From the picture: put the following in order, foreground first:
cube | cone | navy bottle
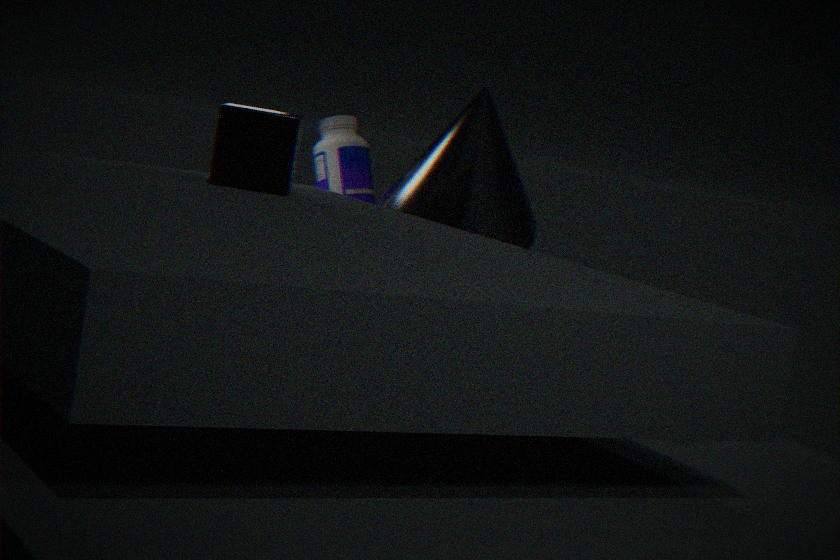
cube, cone, navy bottle
